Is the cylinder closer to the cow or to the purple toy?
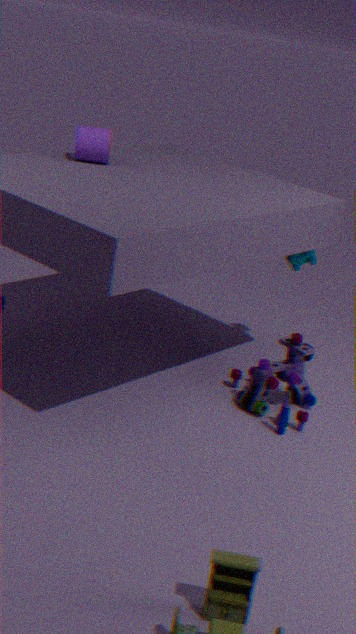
the cow
